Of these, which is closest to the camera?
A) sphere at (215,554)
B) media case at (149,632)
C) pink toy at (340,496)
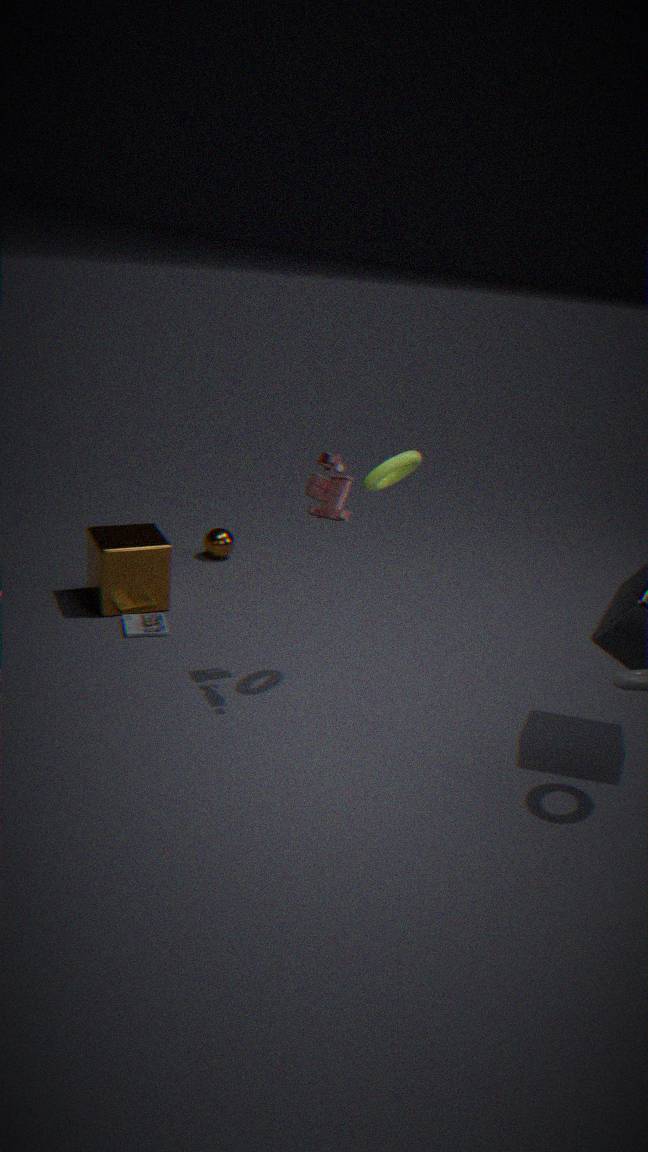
pink toy at (340,496)
